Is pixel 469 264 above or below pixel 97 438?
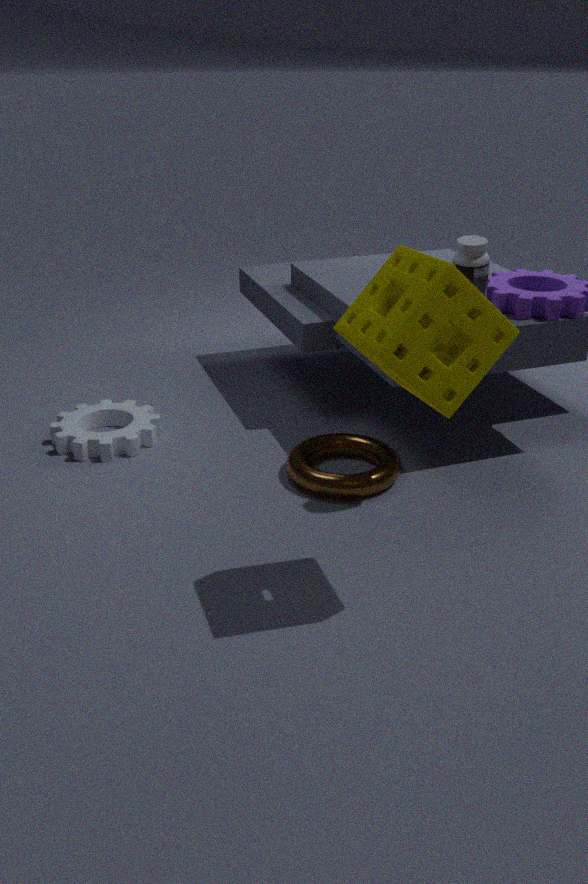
above
